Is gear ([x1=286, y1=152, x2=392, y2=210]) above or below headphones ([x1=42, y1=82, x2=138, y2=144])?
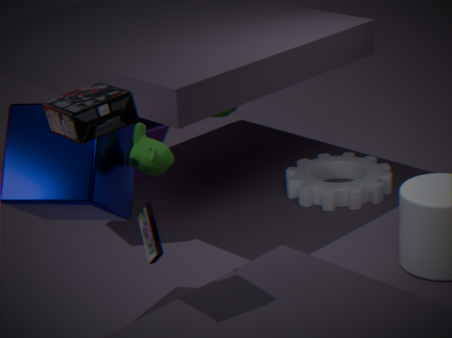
below
